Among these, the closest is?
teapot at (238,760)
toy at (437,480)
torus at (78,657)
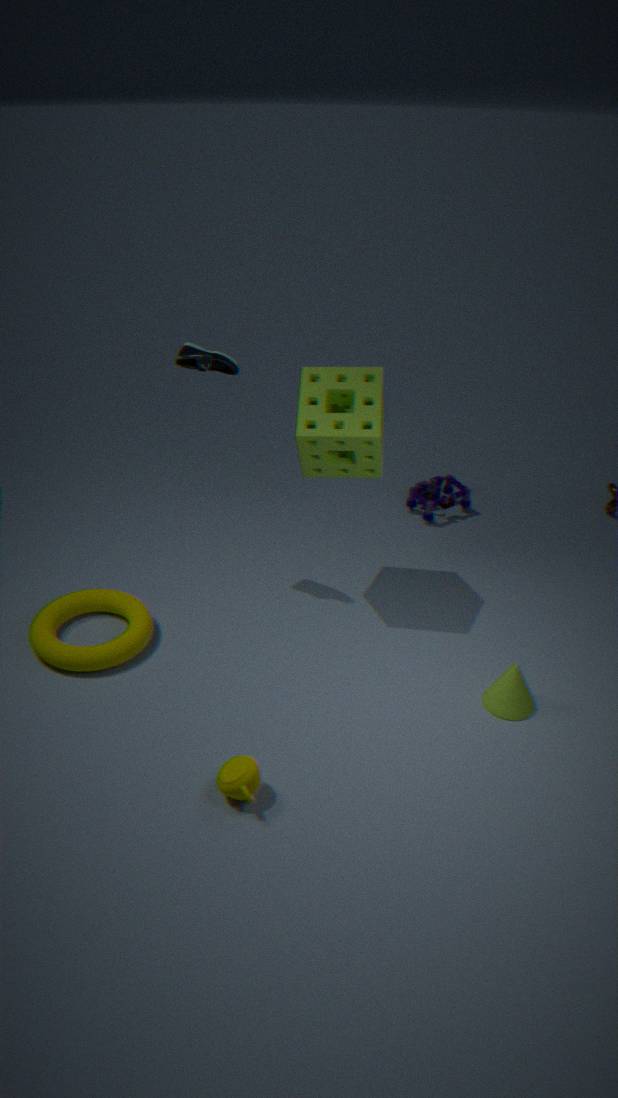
teapot at (238,760)
